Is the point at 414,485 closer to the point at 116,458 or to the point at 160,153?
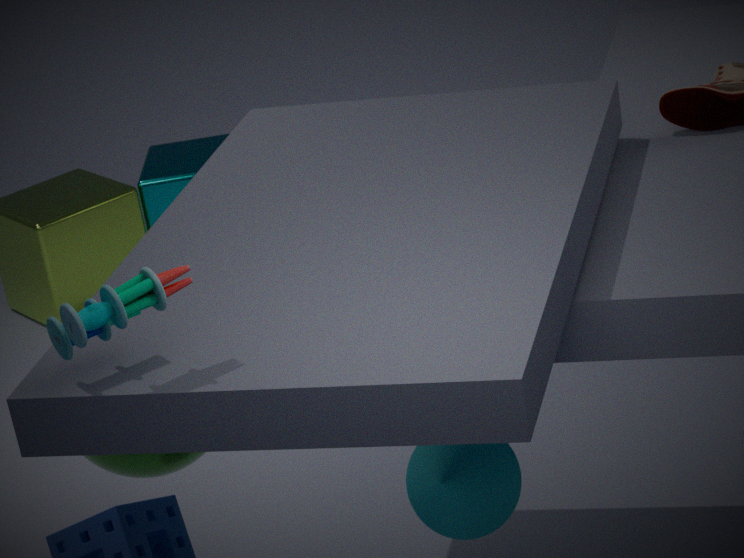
the point at 116,458
